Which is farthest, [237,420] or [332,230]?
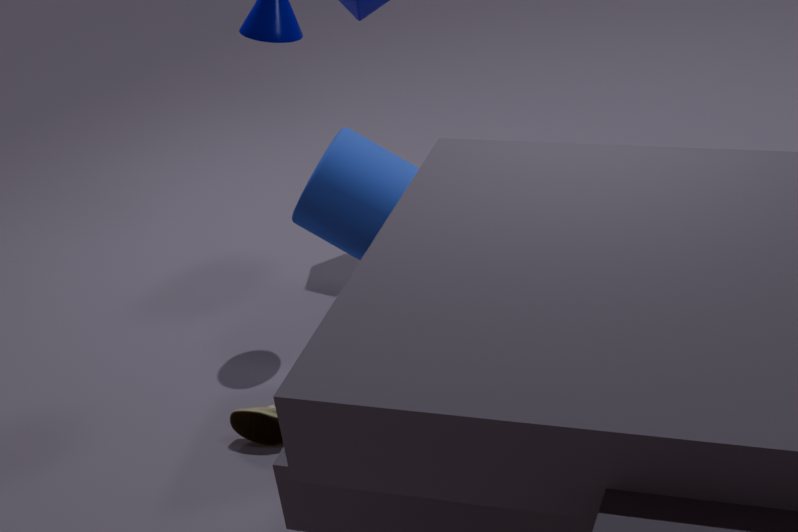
[237,420]
